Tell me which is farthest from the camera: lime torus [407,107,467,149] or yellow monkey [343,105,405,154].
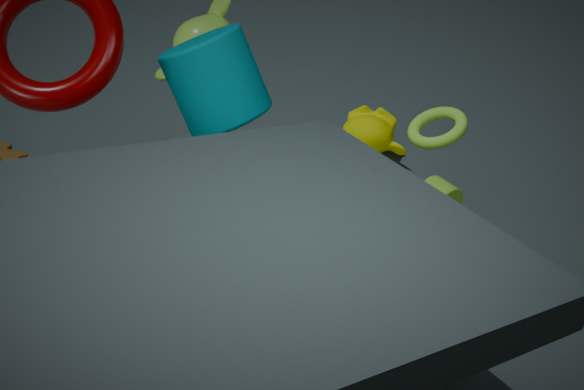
yellow monkey [343,105,405,154]
